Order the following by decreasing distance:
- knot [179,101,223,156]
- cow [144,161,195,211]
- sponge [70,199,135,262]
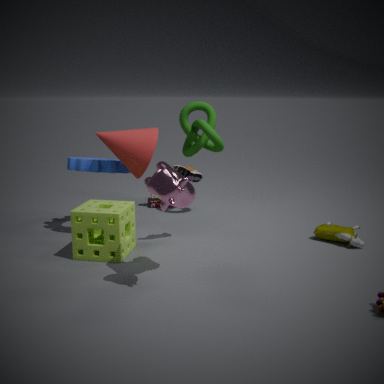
knot [179,101,223,156] → sponge [70,199,135,262] → cow [144,161,195,211]
